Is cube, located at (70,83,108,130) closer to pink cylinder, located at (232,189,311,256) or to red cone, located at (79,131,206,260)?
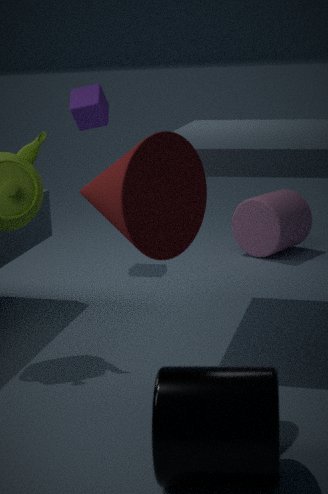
pink cylinder, located at (232,189,311,256)
